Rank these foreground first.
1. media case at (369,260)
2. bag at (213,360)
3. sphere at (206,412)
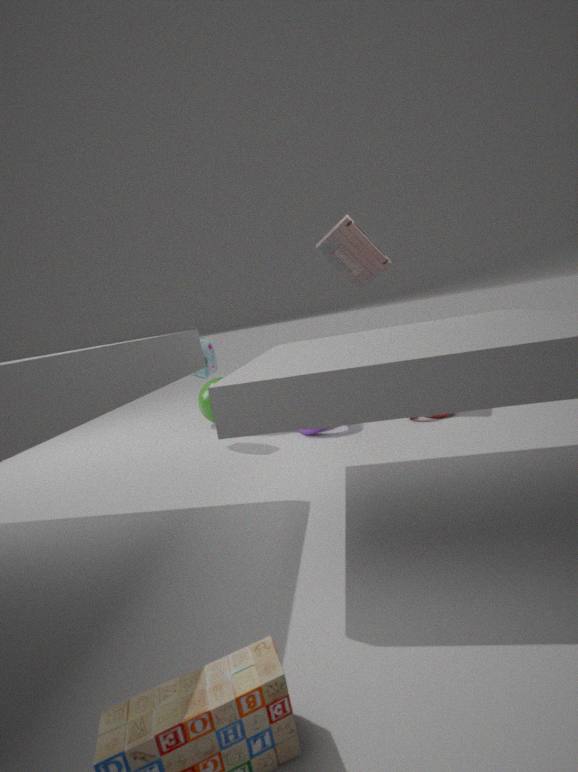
bag at (213,360) < media case at (369,260) < sphere at (206,412)
